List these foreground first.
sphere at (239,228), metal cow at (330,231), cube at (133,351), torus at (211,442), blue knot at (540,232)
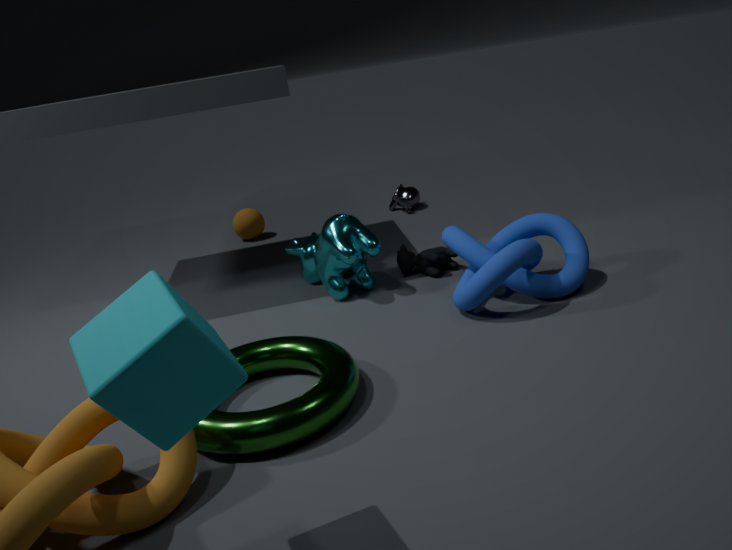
cube at (133,351) → torus at (211,442) → blue knot at (540,232) → metal cow at (330,231) → sphere at (239,228)
